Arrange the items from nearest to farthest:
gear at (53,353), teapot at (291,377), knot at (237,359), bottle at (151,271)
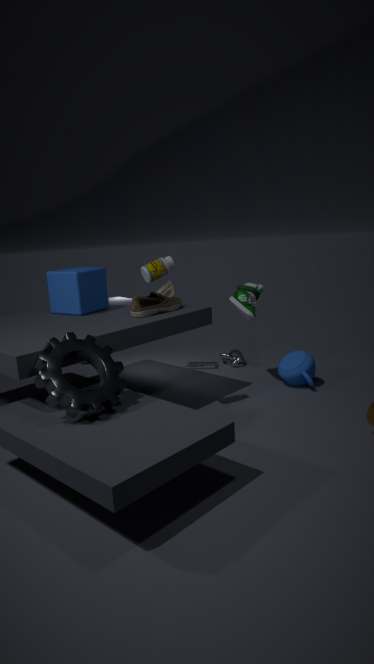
Answer: gear at (53,353) < bottle at (151,271) < teapot at (291,377) < knot at (237,359)
